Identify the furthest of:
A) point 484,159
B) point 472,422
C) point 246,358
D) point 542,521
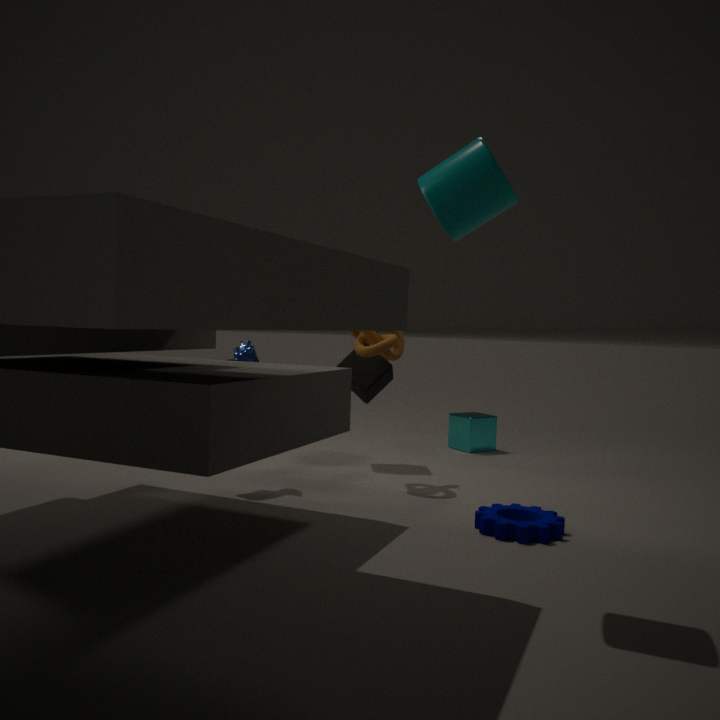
point 472,422
